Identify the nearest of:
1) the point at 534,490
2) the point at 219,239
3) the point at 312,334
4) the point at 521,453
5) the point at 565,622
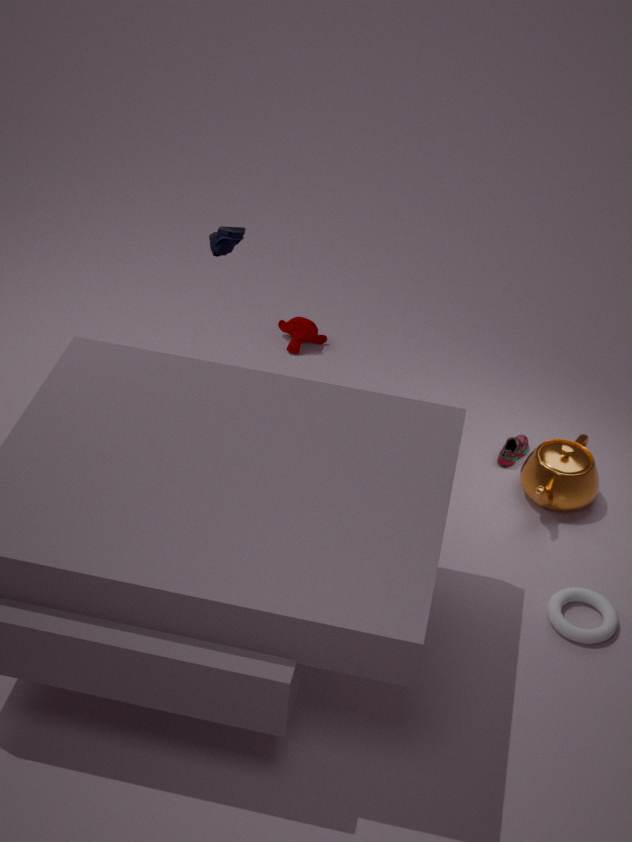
5. the point at 565,622
